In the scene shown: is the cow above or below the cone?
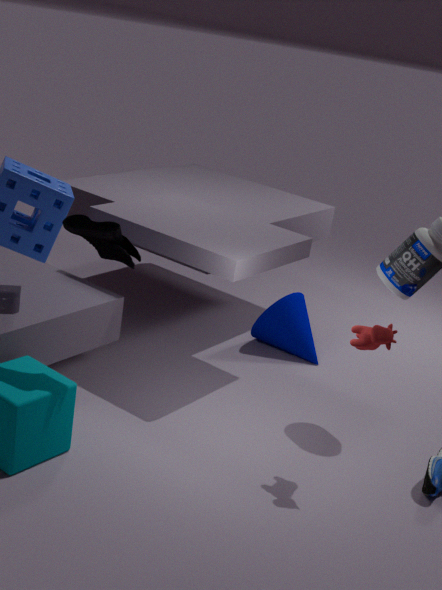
above
